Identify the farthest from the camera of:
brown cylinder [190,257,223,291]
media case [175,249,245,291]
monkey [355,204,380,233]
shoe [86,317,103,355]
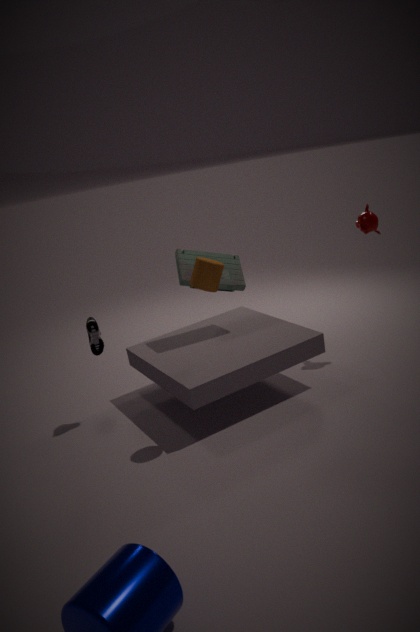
monkey [355,204,380,233]
